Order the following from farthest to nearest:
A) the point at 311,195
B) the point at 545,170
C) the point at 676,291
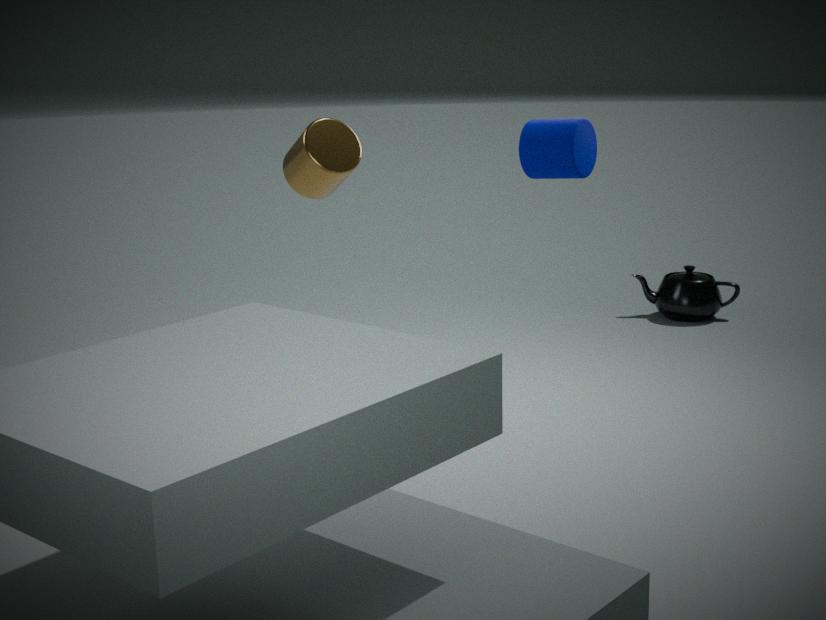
1. the point at 676,291
2. the point at 545,170
3. the point at 311,195
